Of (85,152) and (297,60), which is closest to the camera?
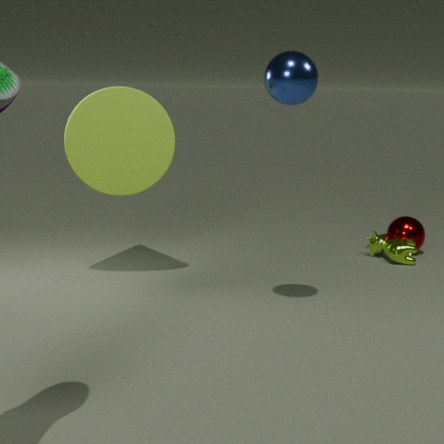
(297,60)
